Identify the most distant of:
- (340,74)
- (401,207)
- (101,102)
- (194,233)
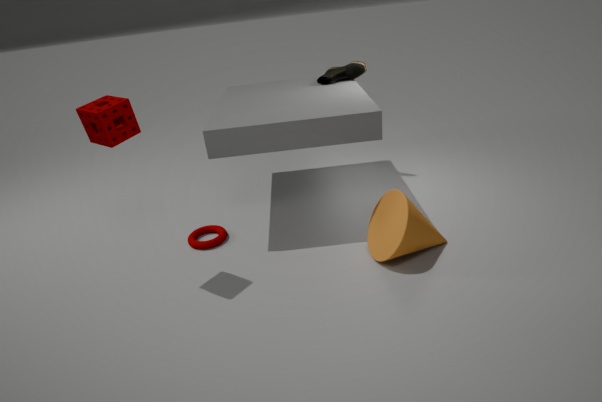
(340,74)
